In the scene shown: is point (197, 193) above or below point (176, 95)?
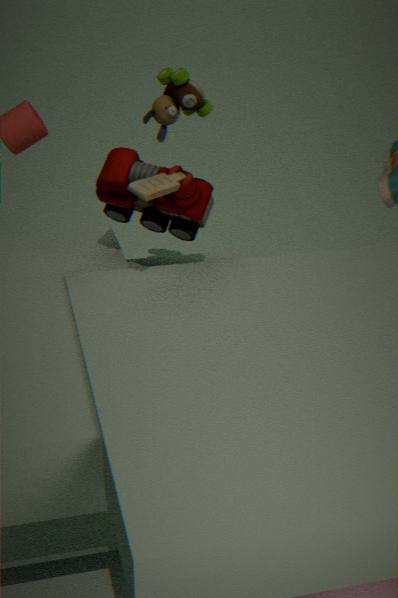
below
